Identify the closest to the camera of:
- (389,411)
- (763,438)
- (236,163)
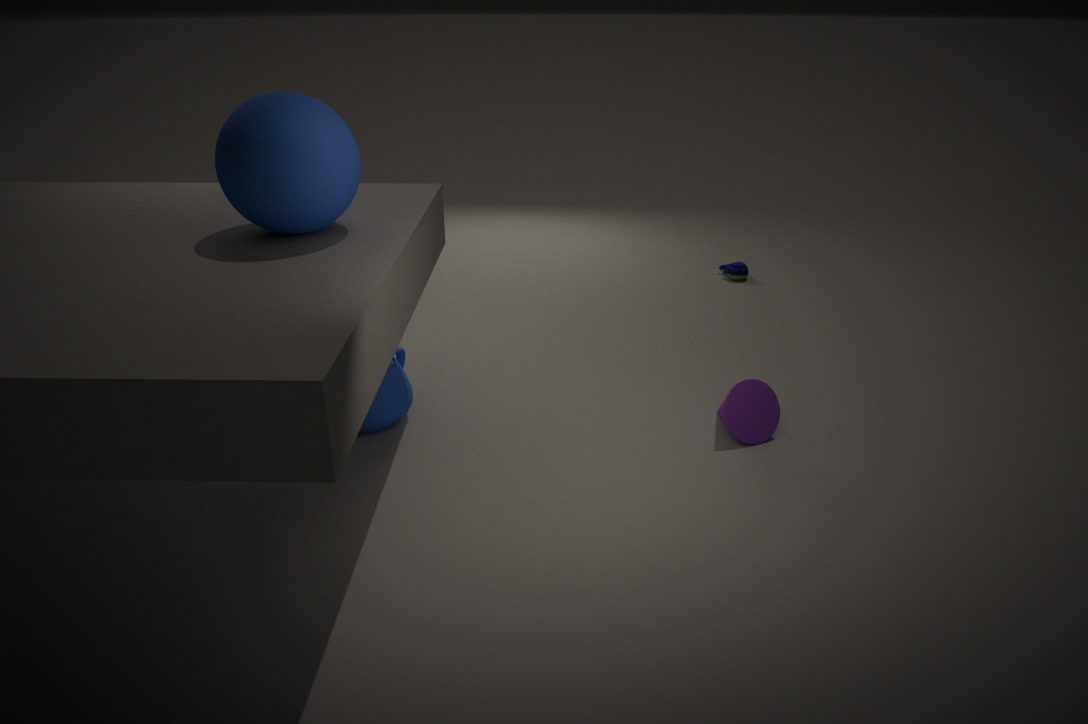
(236,163)
